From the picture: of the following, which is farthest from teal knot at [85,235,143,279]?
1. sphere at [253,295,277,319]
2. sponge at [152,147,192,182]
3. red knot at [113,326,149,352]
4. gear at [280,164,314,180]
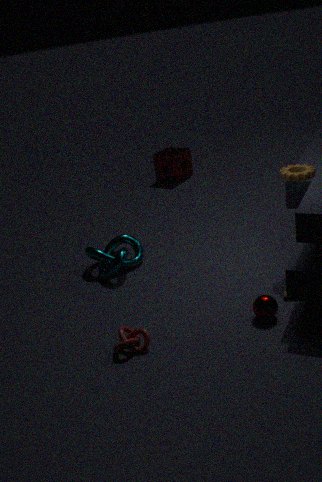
sponge at [152,147,192,182]
